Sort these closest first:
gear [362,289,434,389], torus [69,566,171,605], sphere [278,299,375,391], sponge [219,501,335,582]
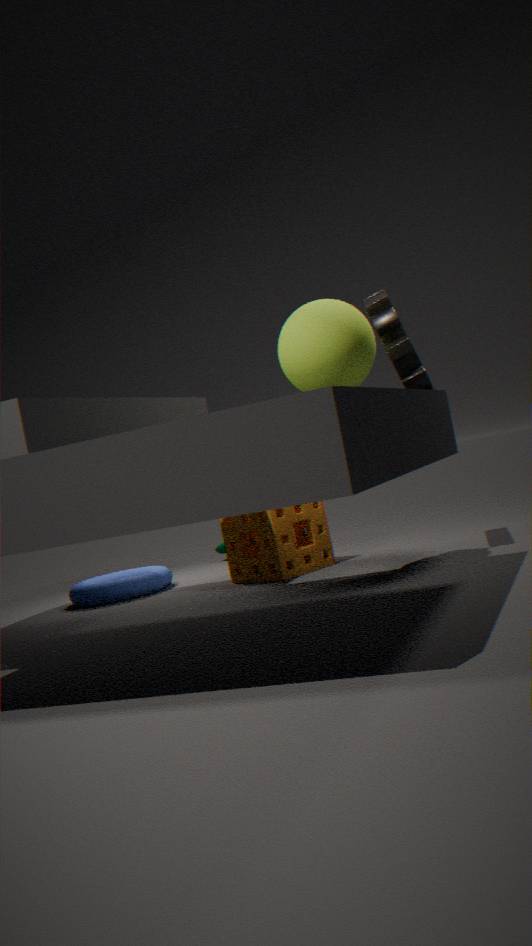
sphere [278,299,375,391], gear [362,289,434,389], sponge [219,501,335,582], torus [69,566,171,605]
